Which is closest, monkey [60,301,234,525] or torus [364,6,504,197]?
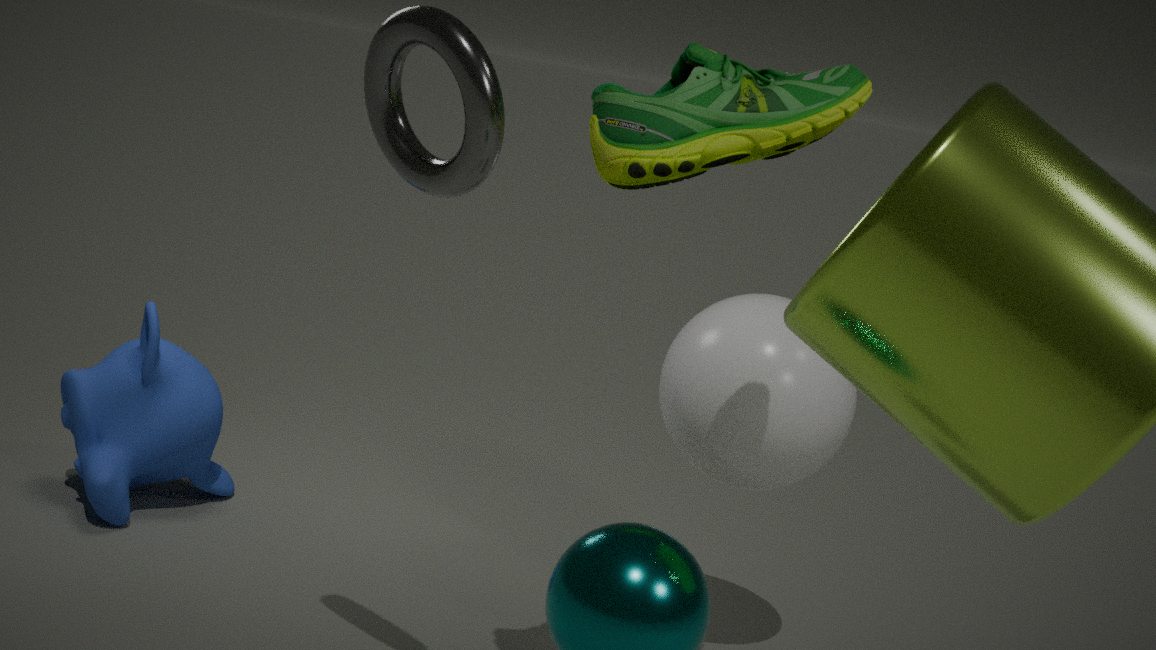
torus [364,6,504,197]
